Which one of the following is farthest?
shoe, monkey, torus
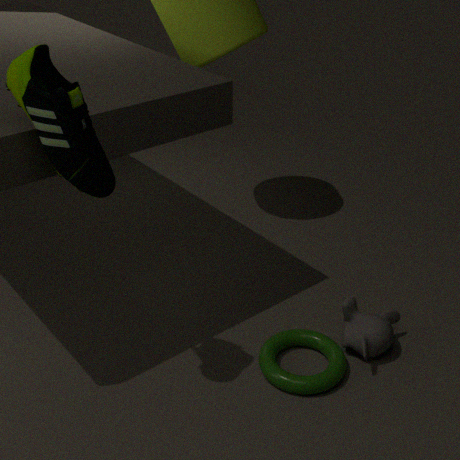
monkey
